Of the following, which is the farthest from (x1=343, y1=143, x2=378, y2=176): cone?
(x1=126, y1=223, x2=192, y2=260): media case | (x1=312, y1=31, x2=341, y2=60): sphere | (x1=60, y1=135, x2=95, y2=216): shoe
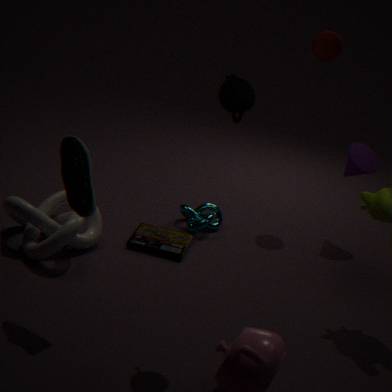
(x1=60, y1=135, x2=95, y2=216): shoe
